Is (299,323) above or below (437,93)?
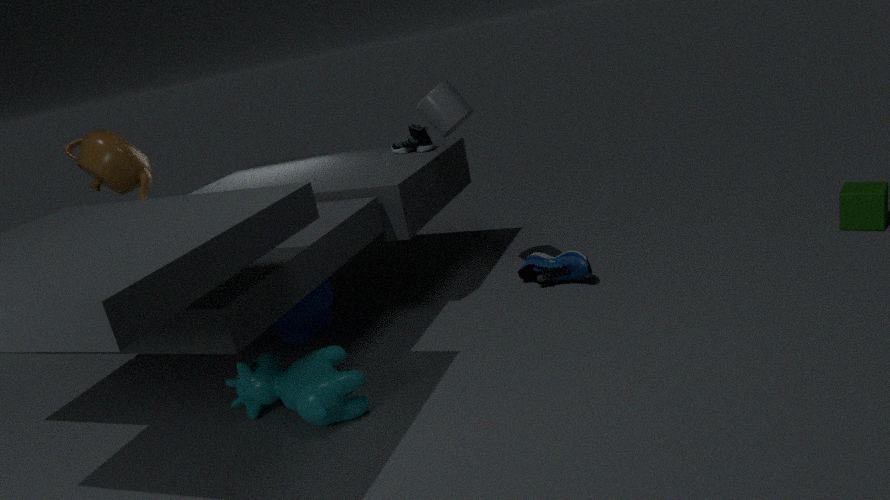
below
